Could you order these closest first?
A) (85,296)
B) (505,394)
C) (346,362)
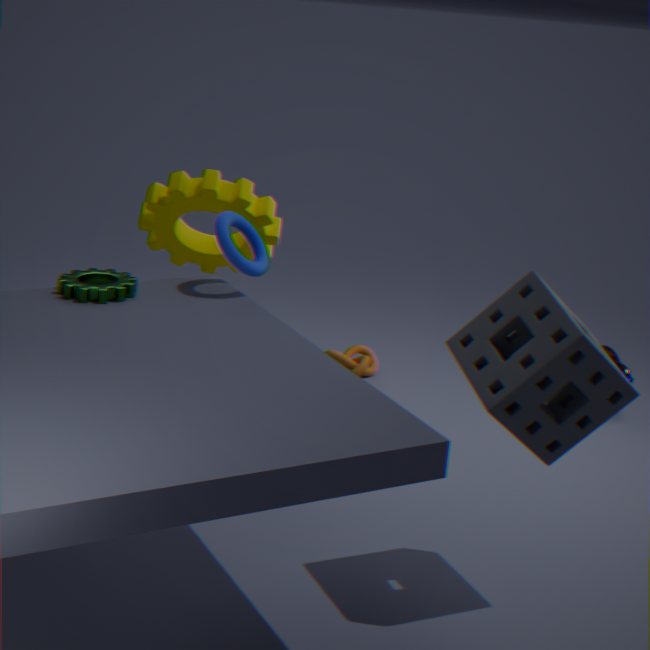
(505,394)
(85,296)
(346,362)
